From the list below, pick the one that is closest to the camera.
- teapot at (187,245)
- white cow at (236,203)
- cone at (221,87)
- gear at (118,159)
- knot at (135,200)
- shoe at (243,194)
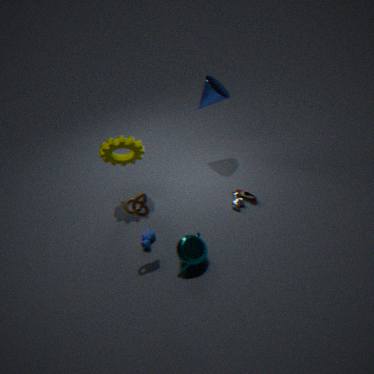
knot at (135,200)
